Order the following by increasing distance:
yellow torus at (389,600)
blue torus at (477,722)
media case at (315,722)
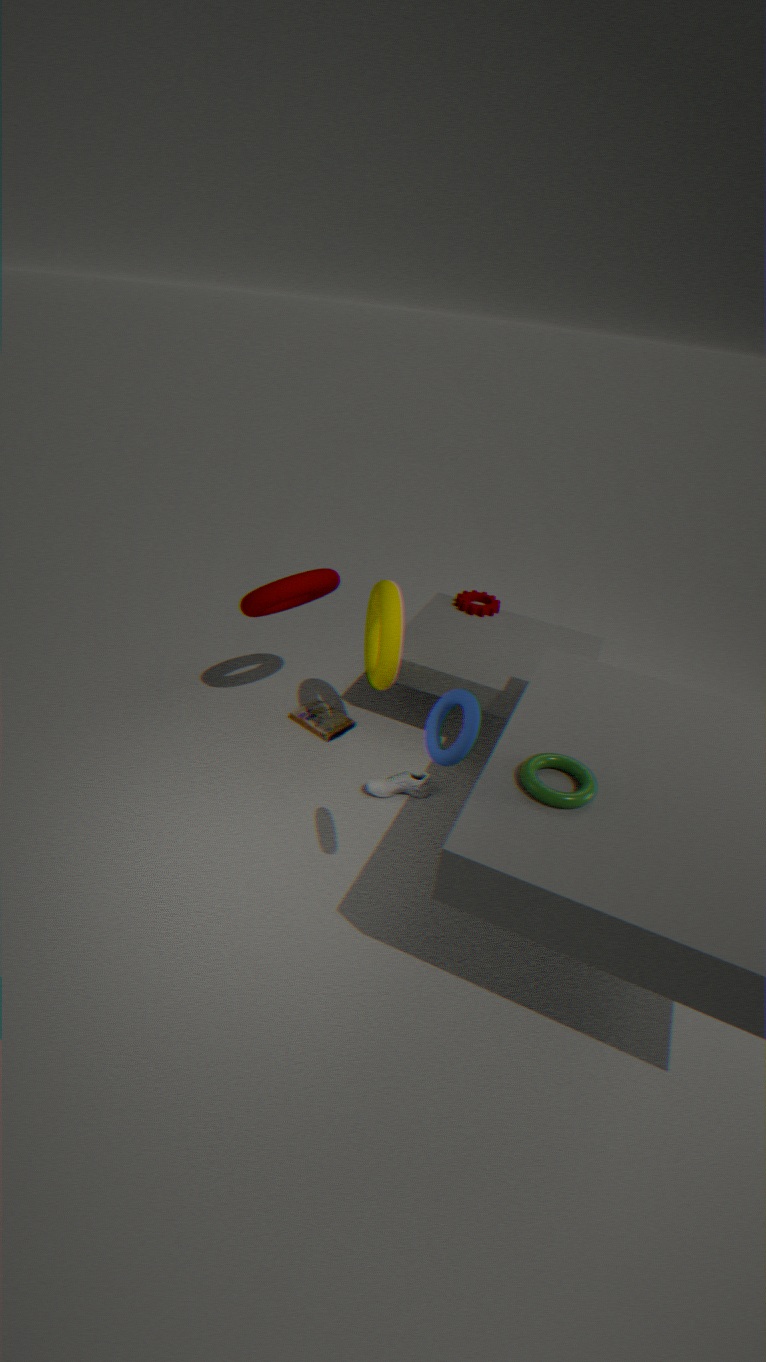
blue torus at (477,722) < yellow torus at (389,600) < media case at (315,722)
